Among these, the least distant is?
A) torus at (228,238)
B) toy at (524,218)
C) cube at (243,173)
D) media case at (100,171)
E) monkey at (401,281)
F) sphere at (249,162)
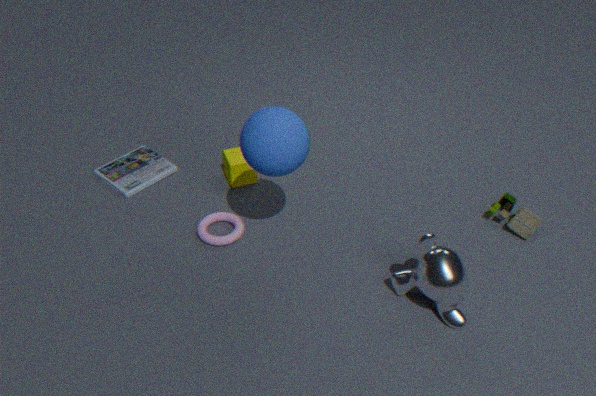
monkey at (401,281)
